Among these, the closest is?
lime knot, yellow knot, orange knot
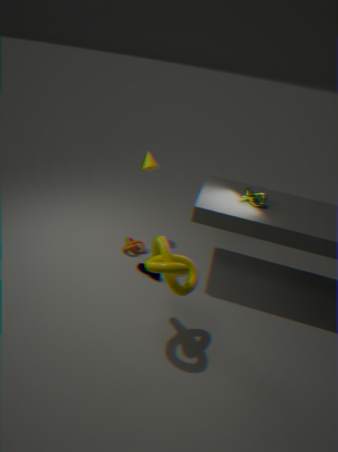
yellow knot
